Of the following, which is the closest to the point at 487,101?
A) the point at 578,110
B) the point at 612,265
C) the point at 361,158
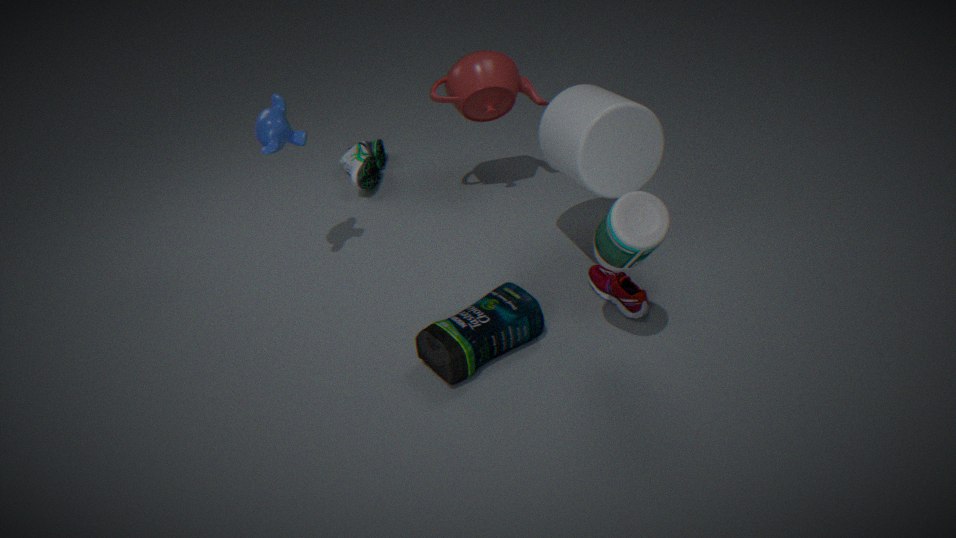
the point at 578,110
